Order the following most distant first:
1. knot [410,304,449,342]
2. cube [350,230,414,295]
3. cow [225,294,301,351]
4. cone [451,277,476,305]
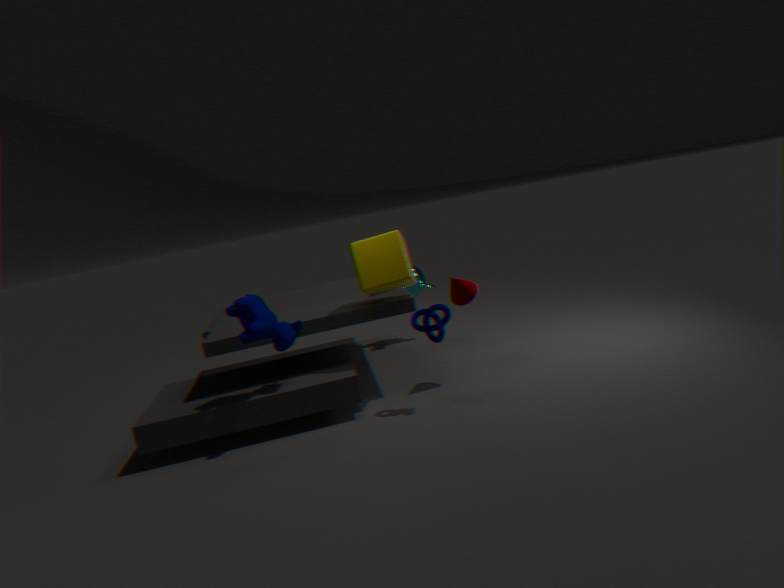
1. cone [451,277,476,305]
2. cube [350,230,414,295]
3. knot [410,304,449,342]
4. cow [225,294,301,351]
